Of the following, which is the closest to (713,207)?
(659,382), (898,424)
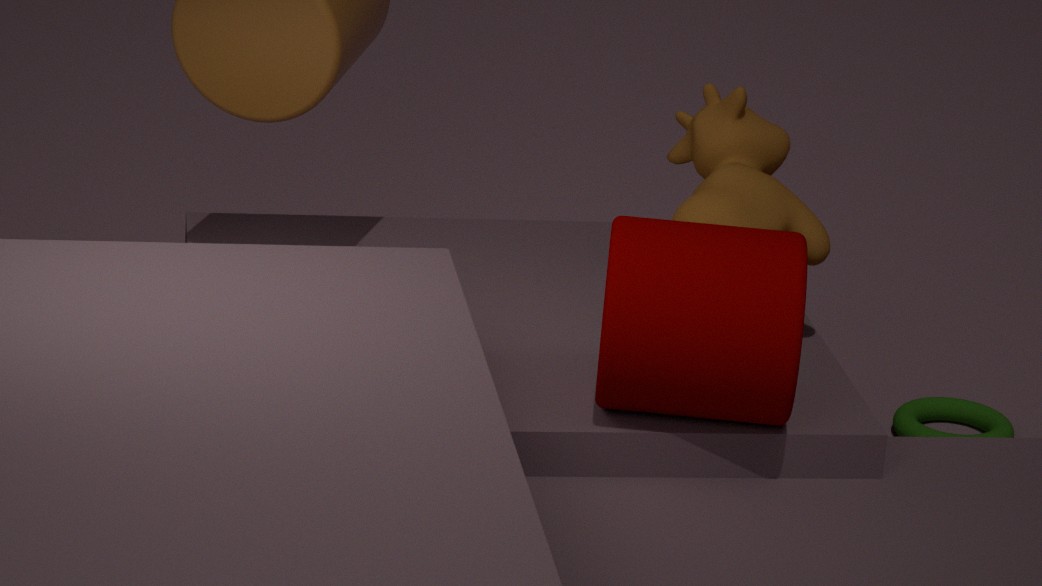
(659,382)
